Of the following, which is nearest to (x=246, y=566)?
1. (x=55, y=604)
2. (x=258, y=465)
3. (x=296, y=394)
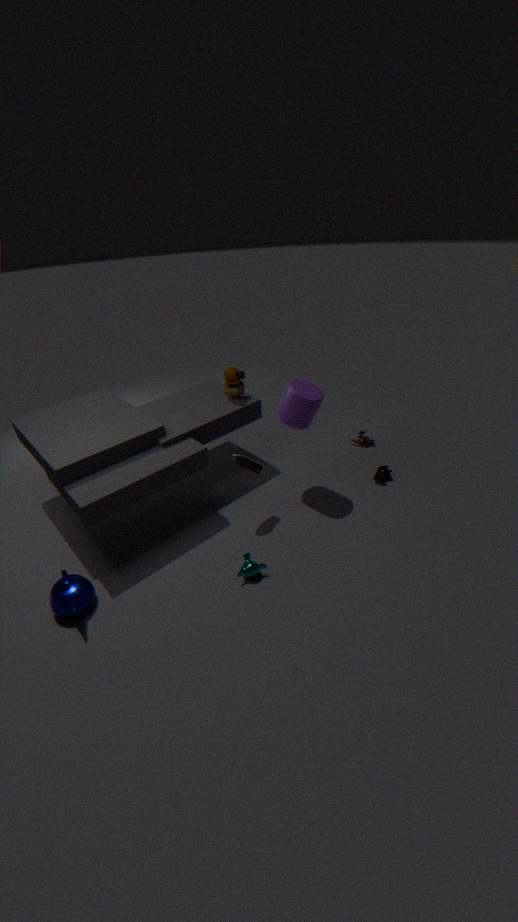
(x=258, y=465)
